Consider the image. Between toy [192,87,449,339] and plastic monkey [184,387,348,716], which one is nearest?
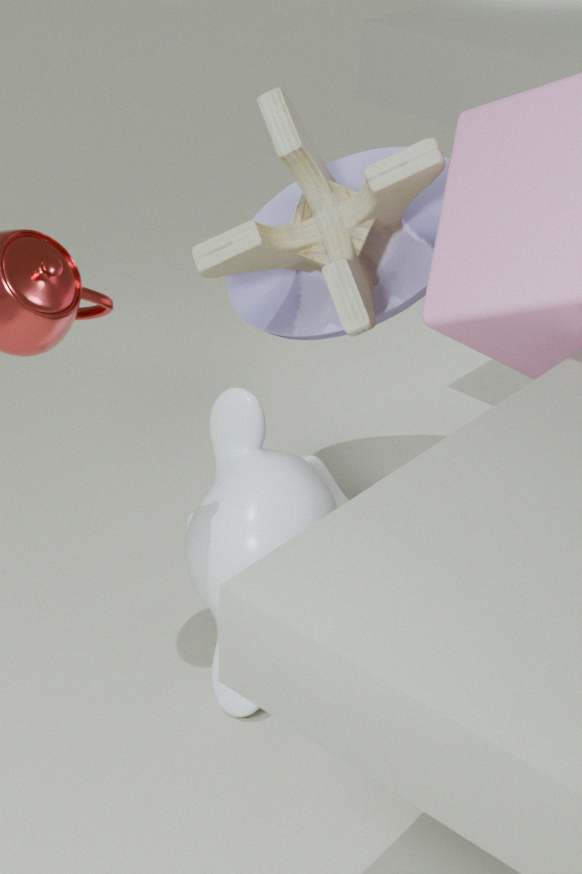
plastic monkey [184,387,348,716]
